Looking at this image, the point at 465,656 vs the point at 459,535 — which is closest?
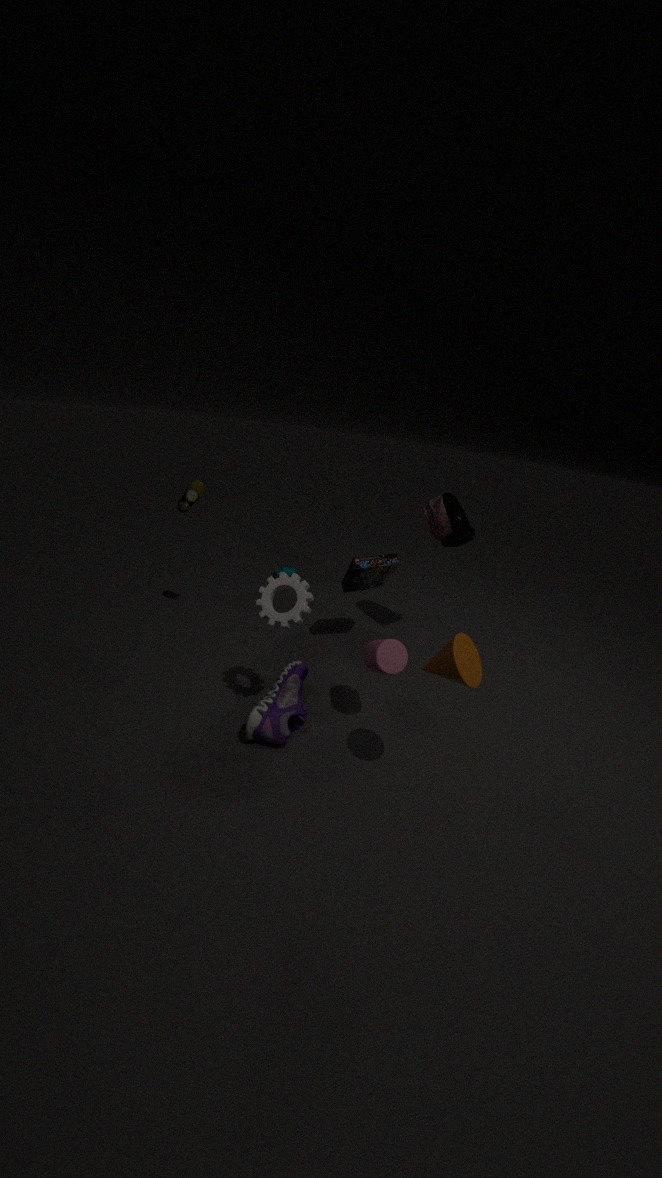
the point at 465,656
